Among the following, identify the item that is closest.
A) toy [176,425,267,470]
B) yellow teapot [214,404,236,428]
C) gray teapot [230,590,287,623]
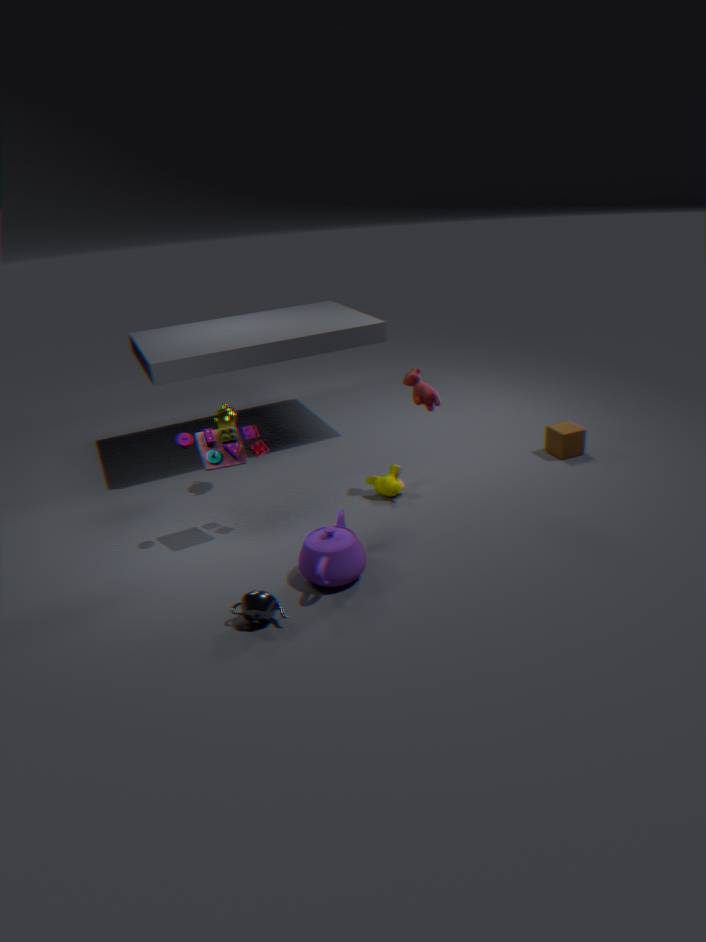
gray teapot [230,590,287,623]
